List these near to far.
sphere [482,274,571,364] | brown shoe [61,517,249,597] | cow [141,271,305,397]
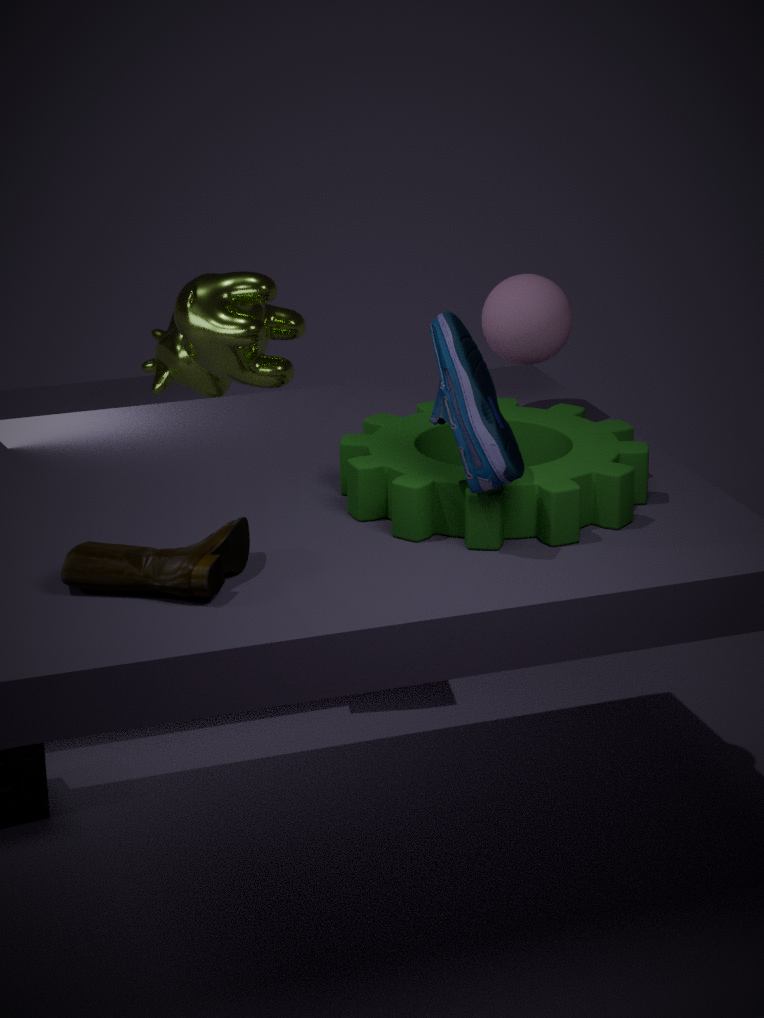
brown shoe [61,517,249,597], sphere [482,274,571,364], cow [141,271,305,397]
